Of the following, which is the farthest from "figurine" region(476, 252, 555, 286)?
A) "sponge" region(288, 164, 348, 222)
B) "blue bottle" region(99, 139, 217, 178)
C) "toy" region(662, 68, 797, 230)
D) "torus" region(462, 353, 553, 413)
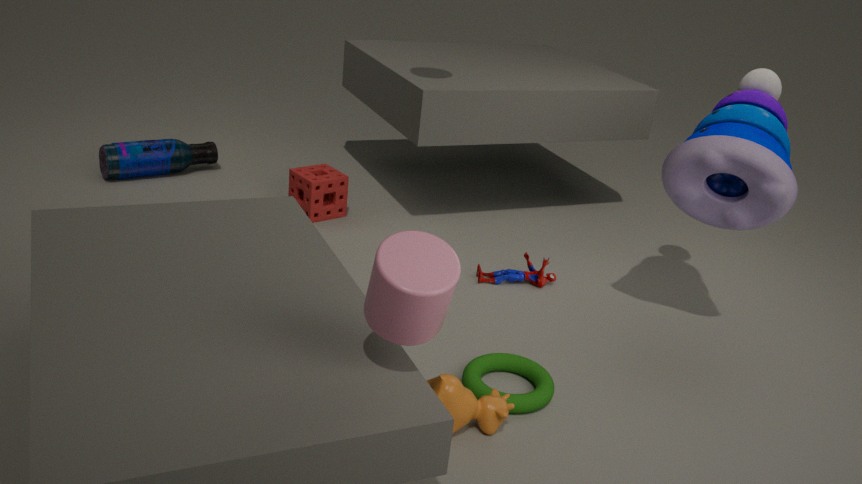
"blue bottle" region(99, 139, 217, 178)
